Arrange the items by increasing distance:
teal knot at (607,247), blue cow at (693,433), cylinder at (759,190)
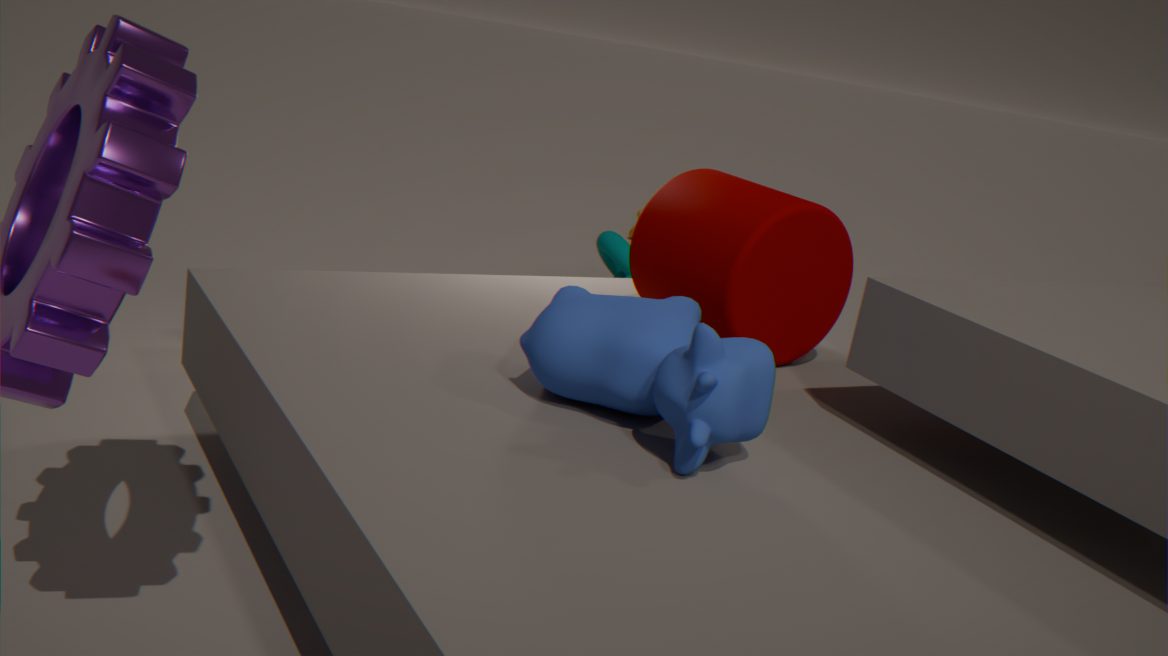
1. blue cow at (693,433)
2. cylinder at (759,190)
3. teal knot at (607,247)
